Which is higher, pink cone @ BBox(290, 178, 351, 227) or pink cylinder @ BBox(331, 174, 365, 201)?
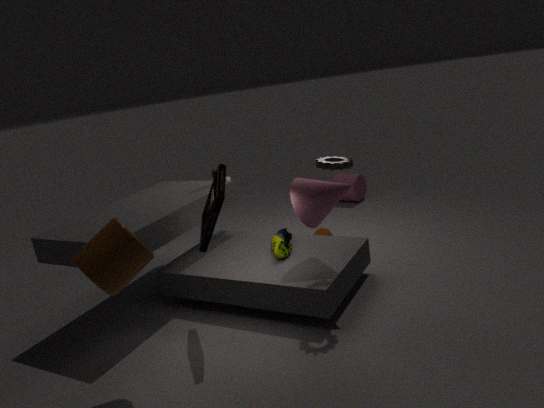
pink cone @ BBox(290, 178, 351, 227)
